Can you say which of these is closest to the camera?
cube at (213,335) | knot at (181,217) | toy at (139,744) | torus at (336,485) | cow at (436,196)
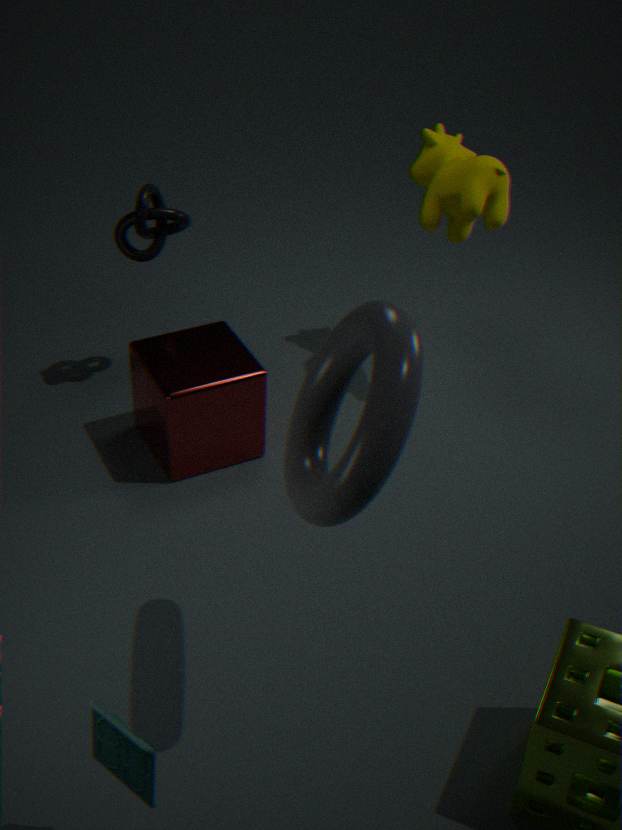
torus at (336,485)
